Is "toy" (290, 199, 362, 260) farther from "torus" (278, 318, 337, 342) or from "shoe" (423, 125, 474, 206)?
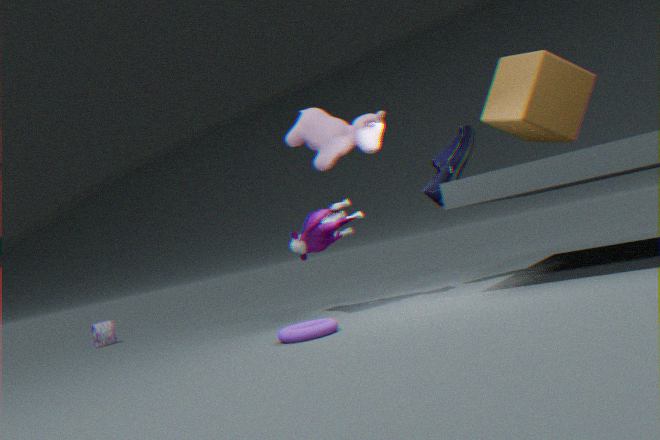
"torus" (278, 318, 337, 342)
